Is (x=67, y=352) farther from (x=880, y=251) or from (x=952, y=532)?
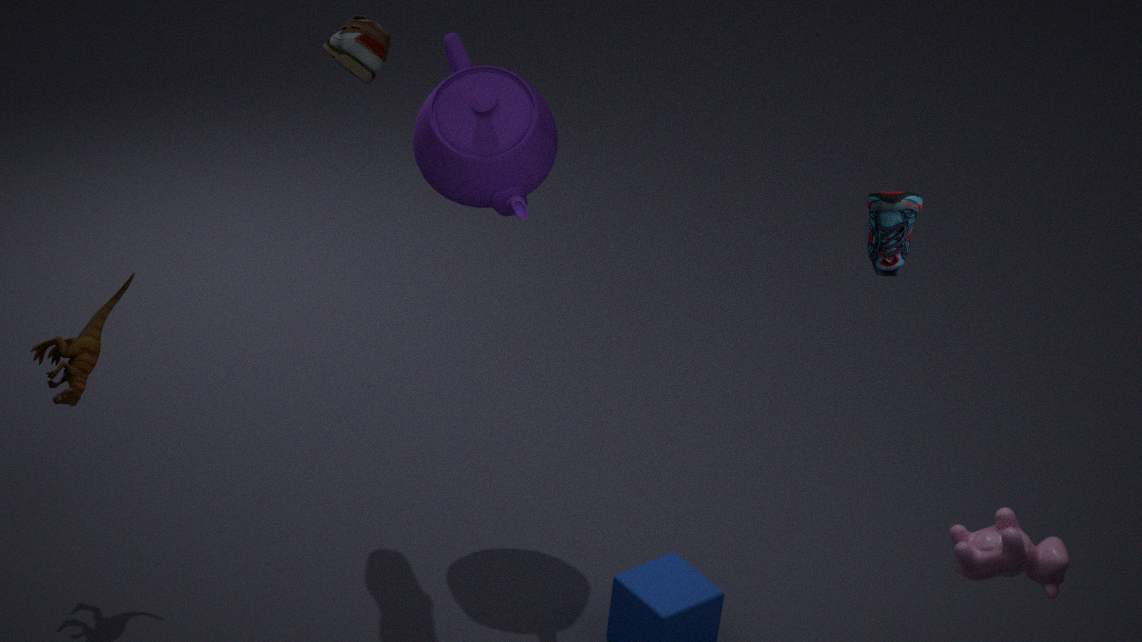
(x=952, y=532)
